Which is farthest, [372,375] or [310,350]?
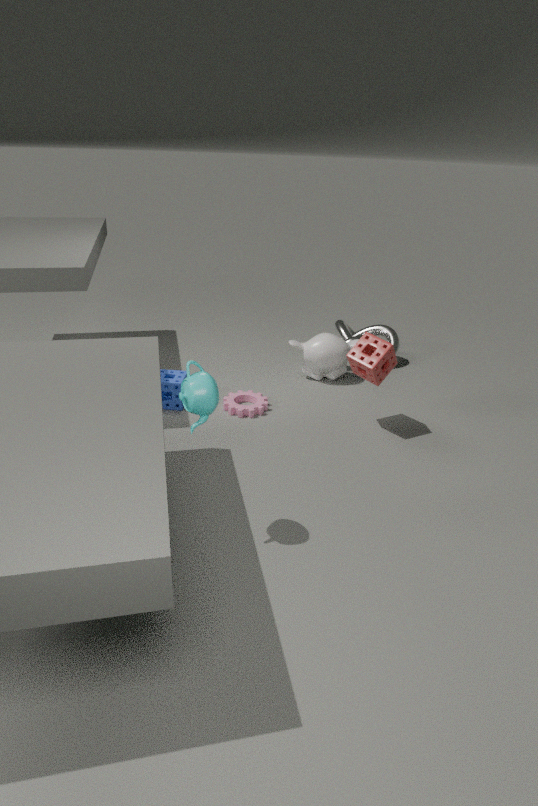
[310,350]
